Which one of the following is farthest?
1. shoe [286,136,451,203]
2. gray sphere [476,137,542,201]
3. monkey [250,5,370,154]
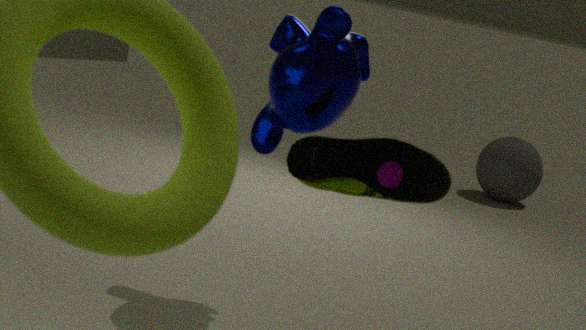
gray sphere [476,137,542,201]
